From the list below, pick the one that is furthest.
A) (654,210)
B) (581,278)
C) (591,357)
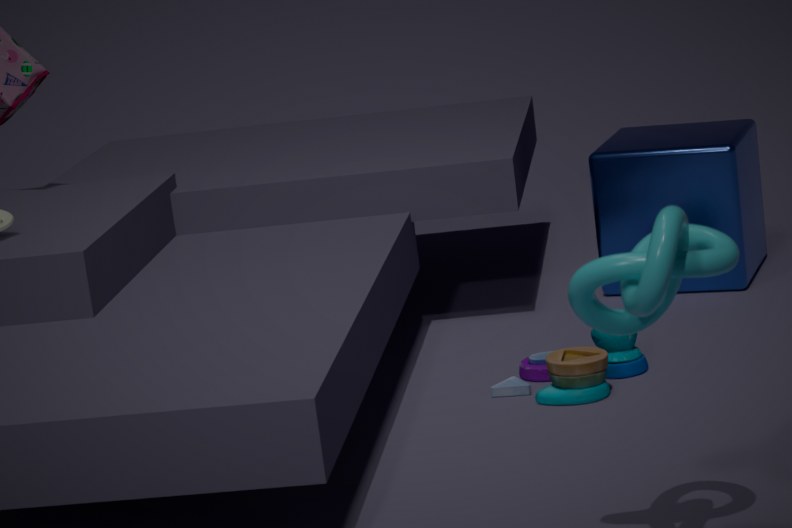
(654,210)
